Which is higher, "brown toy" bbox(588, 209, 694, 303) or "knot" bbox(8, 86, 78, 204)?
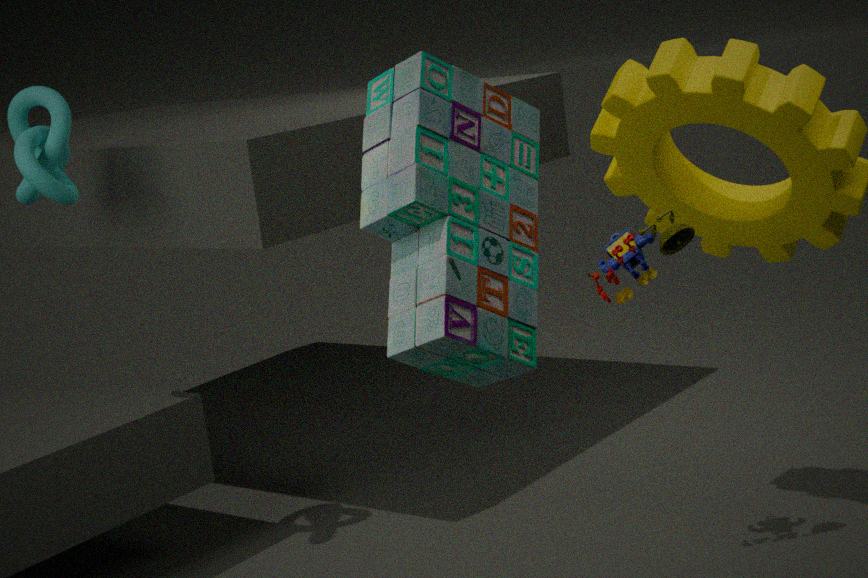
"knot" bbox(8, 86, 78, 204)
